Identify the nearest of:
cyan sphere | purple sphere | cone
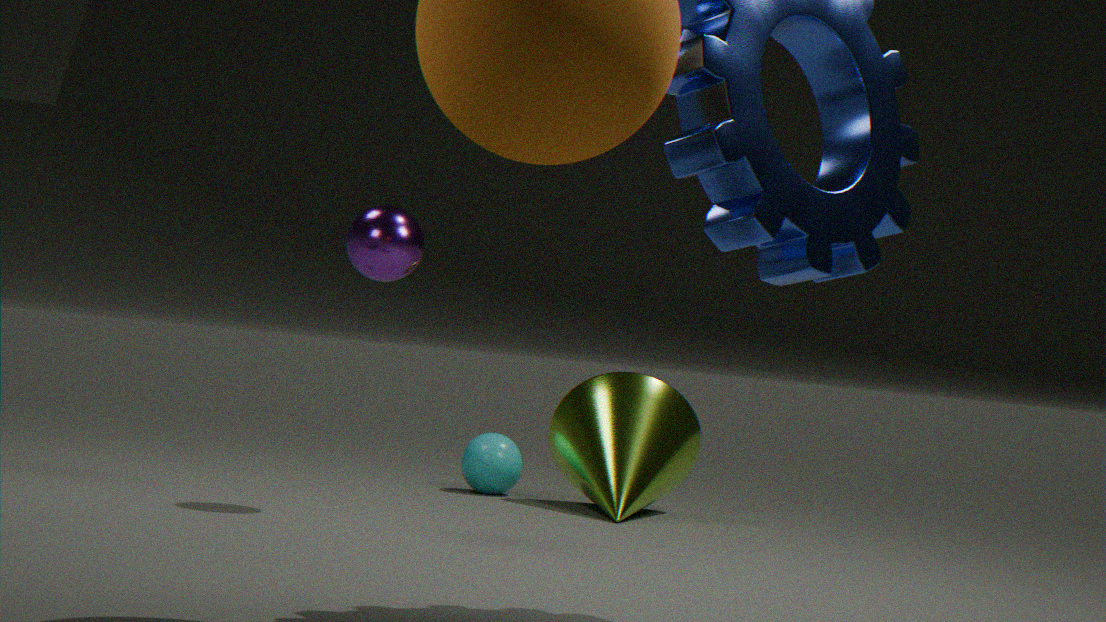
purple sphere
